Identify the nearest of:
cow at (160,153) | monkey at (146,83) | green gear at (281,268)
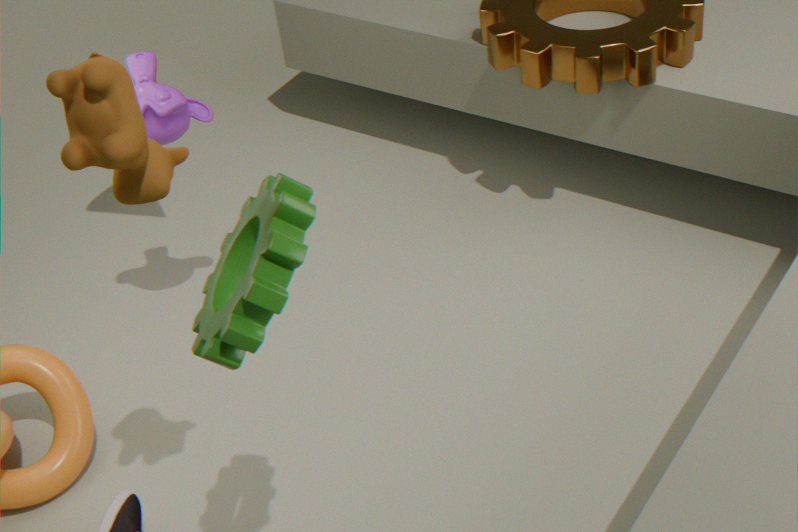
green gear at (281,268)
